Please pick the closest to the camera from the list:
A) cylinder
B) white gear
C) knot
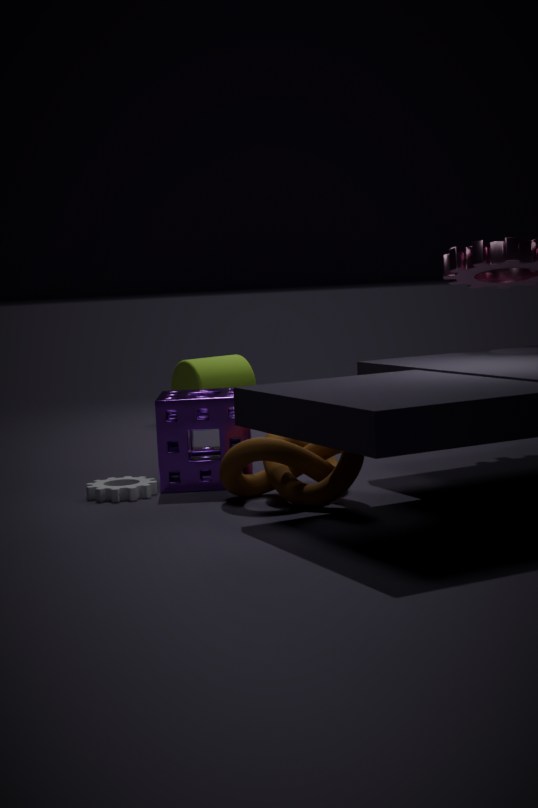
knot
